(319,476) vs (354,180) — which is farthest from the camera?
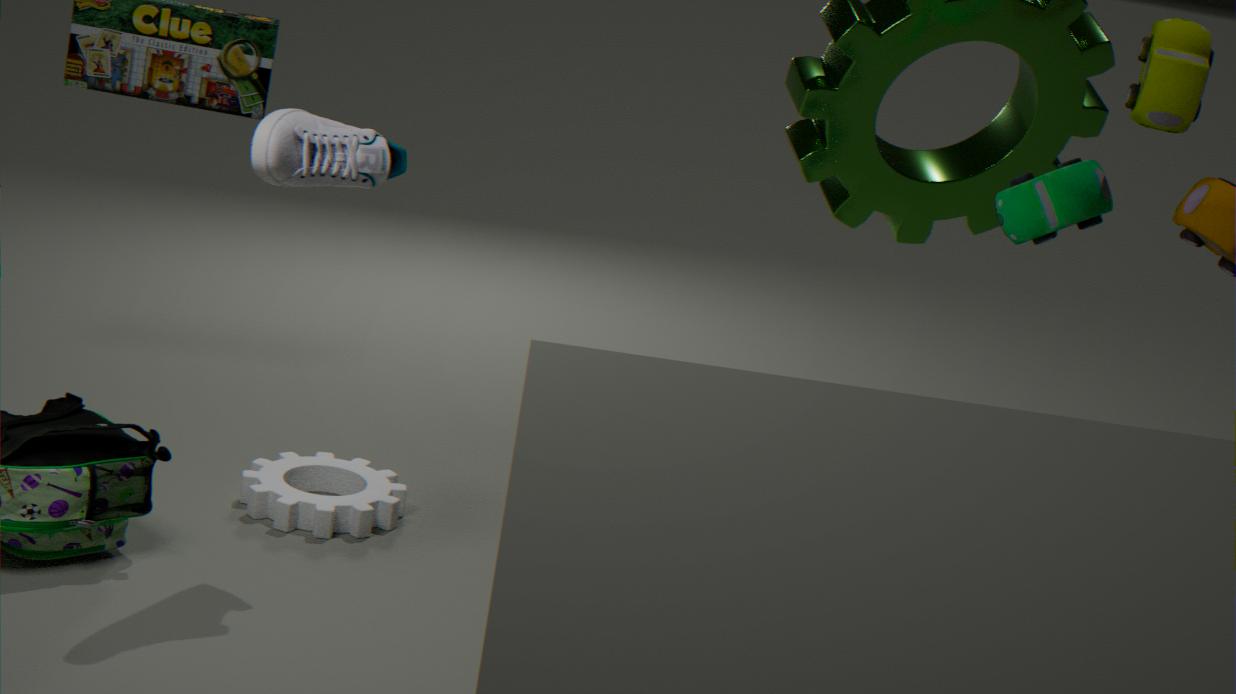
(319,476)
